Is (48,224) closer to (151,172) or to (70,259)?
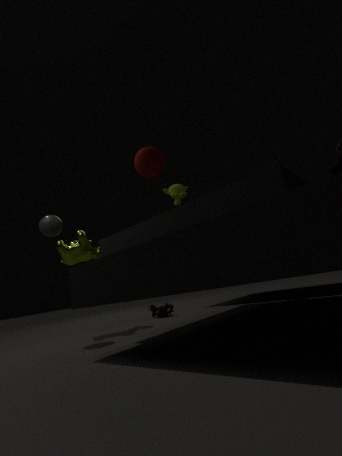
(70,259)
